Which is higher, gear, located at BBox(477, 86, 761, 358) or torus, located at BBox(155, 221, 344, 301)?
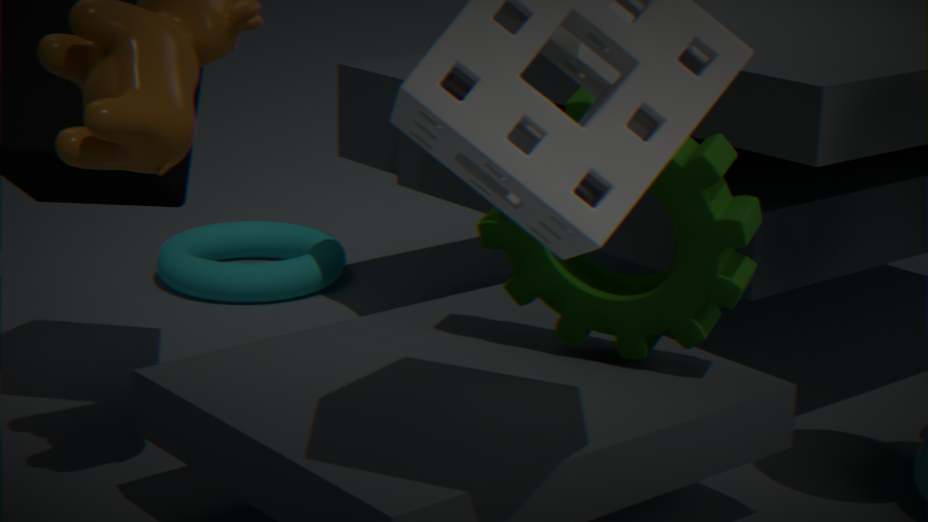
gear, located at BBox(477, 86, 761, 358)
